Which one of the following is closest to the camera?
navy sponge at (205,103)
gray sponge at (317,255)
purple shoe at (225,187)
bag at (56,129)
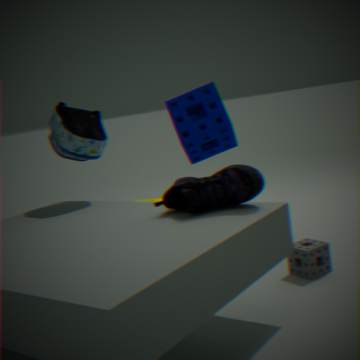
purple shoe at (225,187)
